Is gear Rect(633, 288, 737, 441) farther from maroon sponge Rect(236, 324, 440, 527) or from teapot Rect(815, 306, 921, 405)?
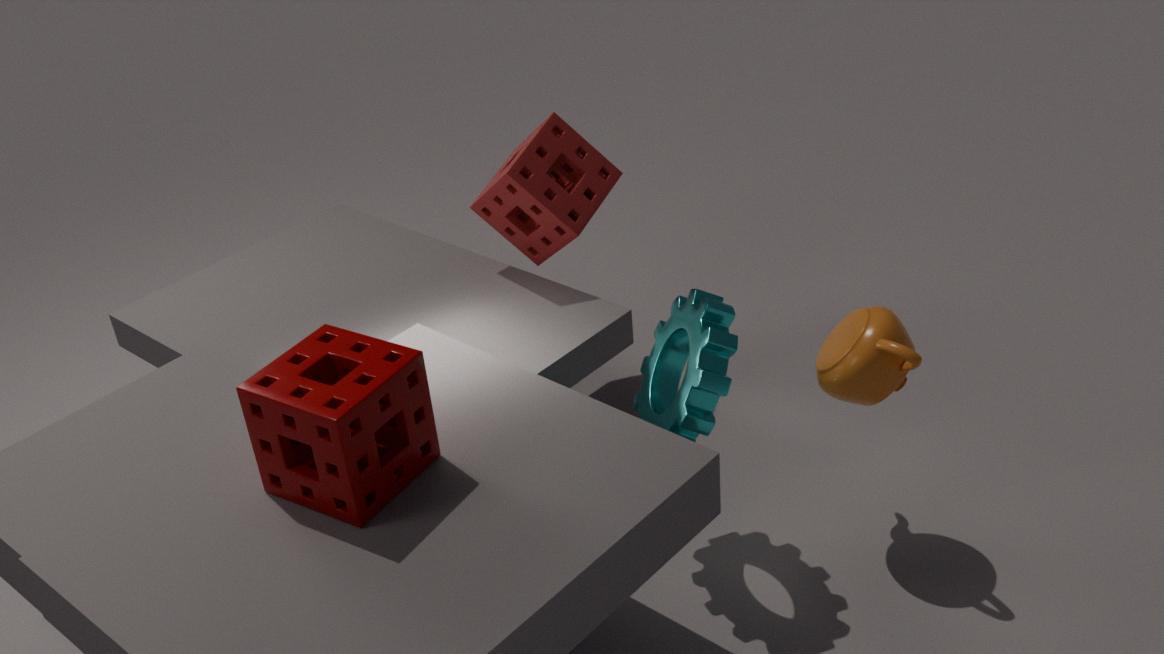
maroon sponge Rect(236, 324, 440, 527)
